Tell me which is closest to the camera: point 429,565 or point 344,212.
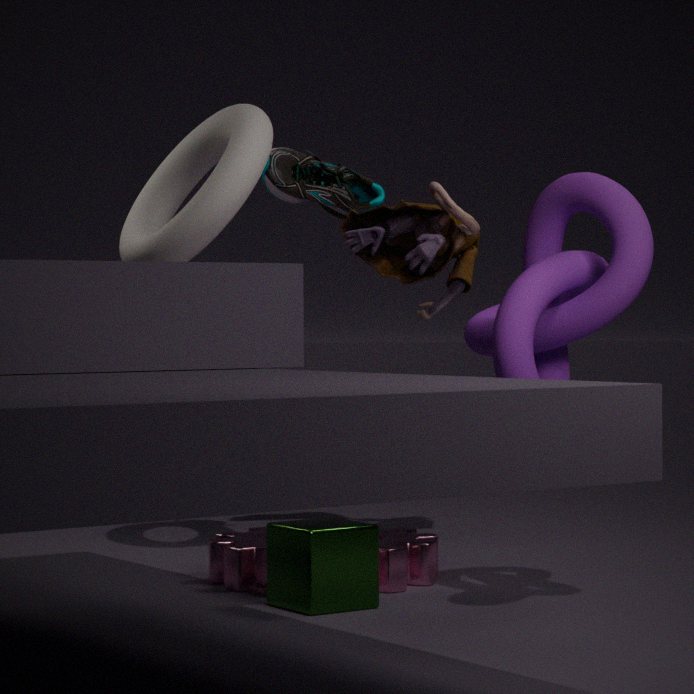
point 429,565
